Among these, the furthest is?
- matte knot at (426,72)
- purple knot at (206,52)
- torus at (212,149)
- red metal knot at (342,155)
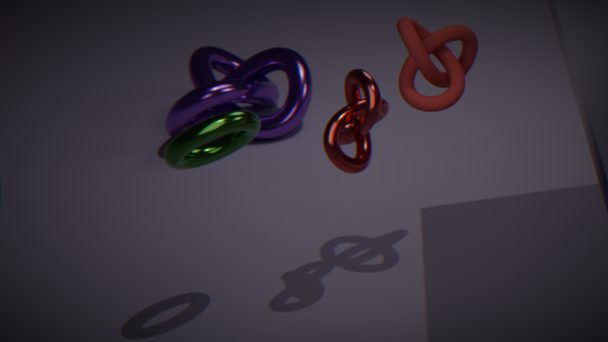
purple knot at (206,52)
